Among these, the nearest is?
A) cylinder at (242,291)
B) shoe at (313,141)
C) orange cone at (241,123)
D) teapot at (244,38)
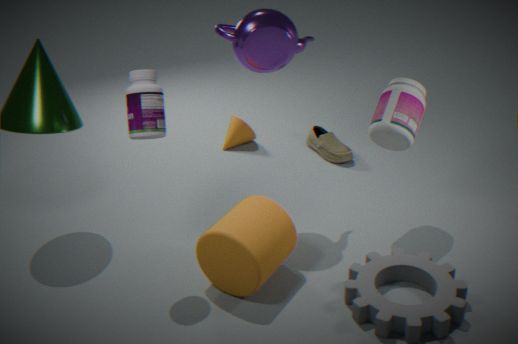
cylinder at (242,291)
